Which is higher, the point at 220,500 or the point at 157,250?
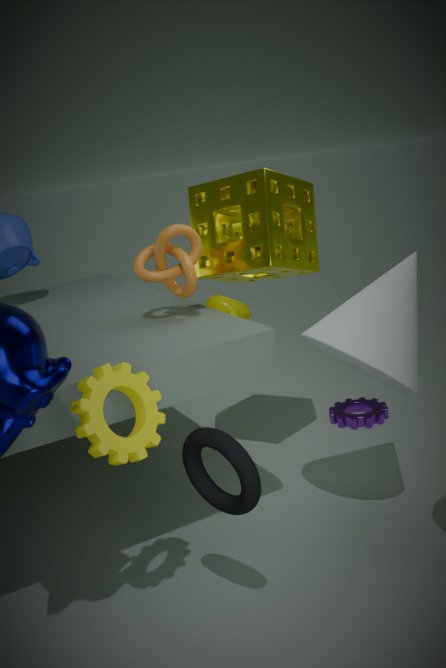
the point at 157,250
